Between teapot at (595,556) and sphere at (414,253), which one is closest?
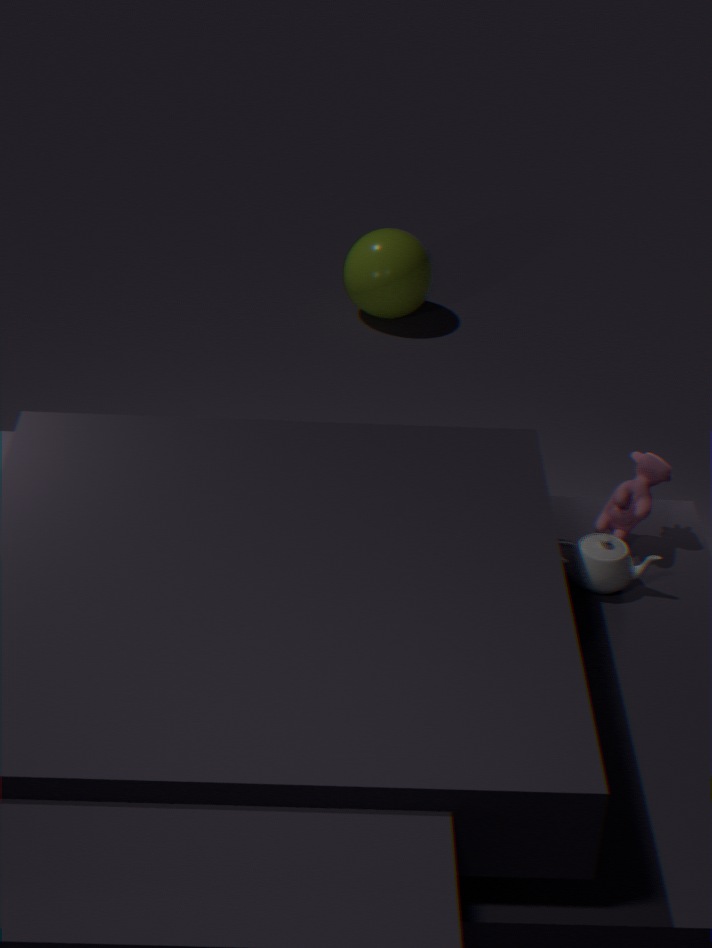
teapot at (595,556)
